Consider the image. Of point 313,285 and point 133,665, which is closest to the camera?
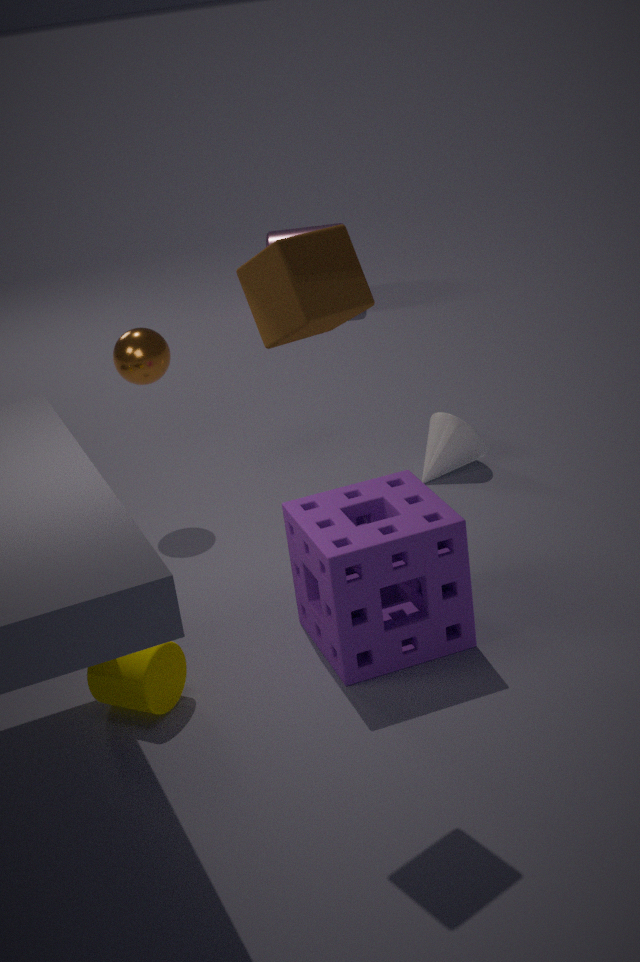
point 313,285
